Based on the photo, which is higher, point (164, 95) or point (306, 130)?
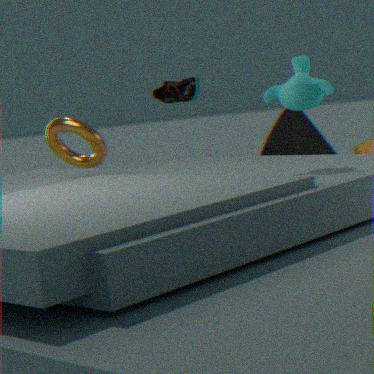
point (164, 95)
